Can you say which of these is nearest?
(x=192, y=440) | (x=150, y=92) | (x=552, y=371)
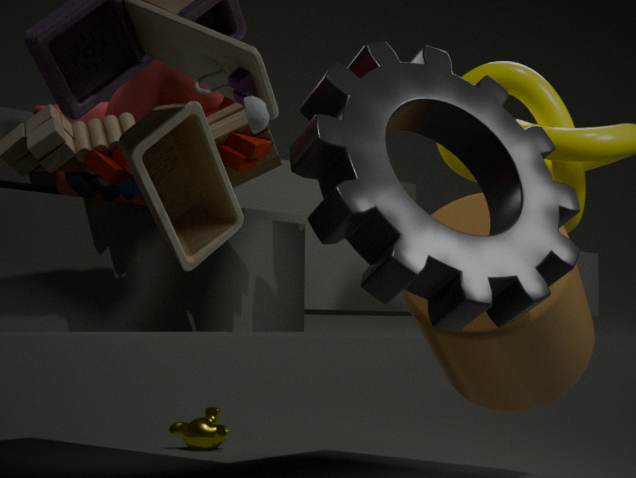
(x=150, y=92)
